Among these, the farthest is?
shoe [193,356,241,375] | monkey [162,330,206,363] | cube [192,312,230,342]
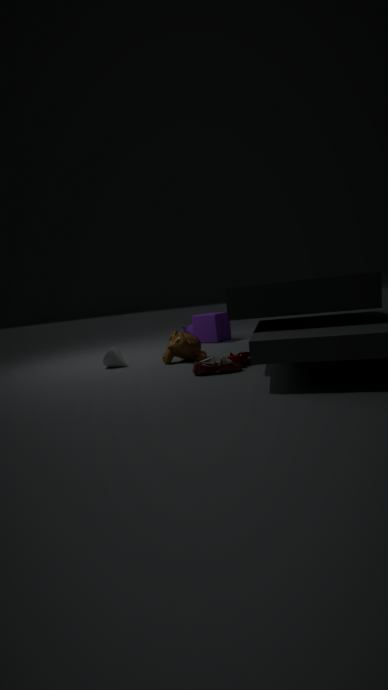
cube [192,312,230,342]
